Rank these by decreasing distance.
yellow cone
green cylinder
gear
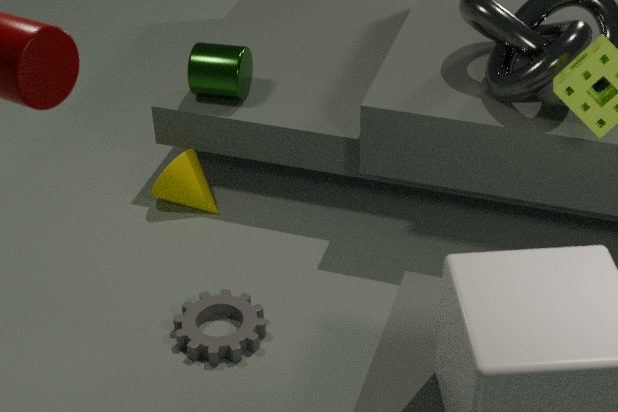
yellow cone
green cylinder
gear
